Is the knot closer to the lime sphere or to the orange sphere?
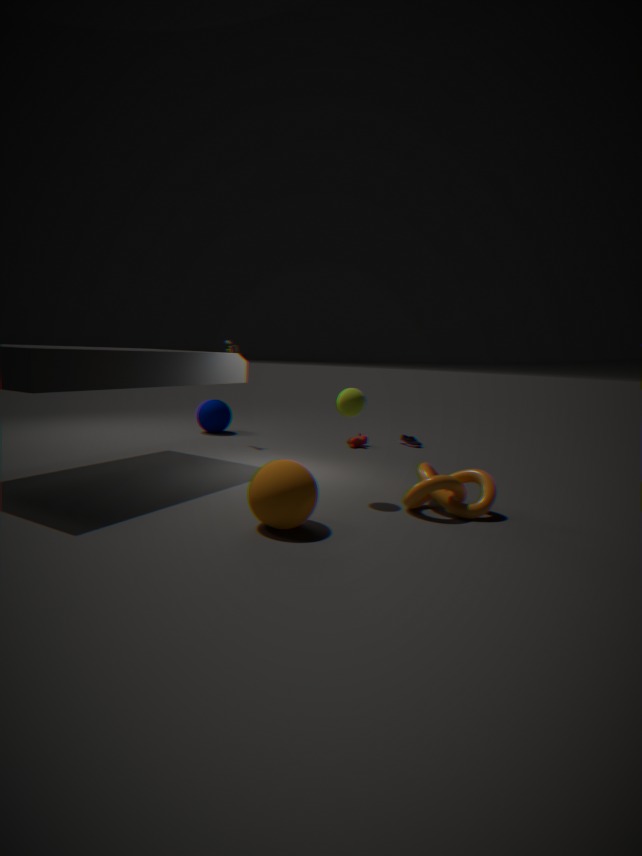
the lime sphere
